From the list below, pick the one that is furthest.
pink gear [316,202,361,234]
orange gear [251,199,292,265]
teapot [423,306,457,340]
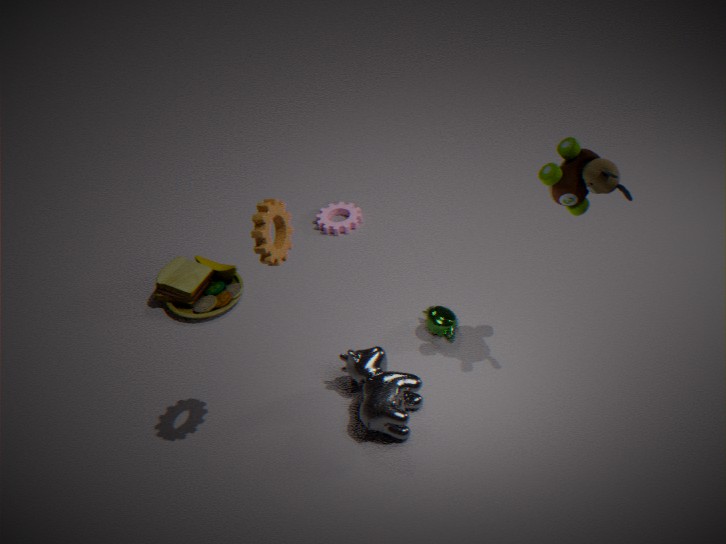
pink gear [316,202,361,234]
